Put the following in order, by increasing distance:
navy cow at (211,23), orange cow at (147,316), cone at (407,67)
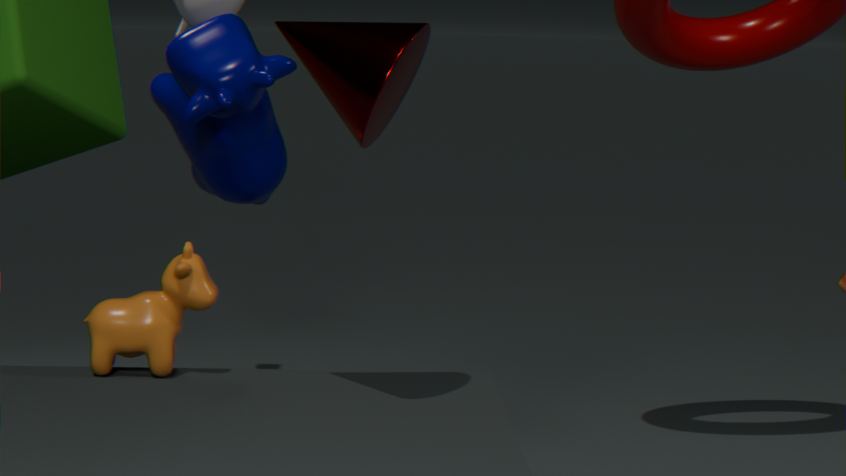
cone at (407,67)
orange cow at (147,316)
navy cow at (211,23)
